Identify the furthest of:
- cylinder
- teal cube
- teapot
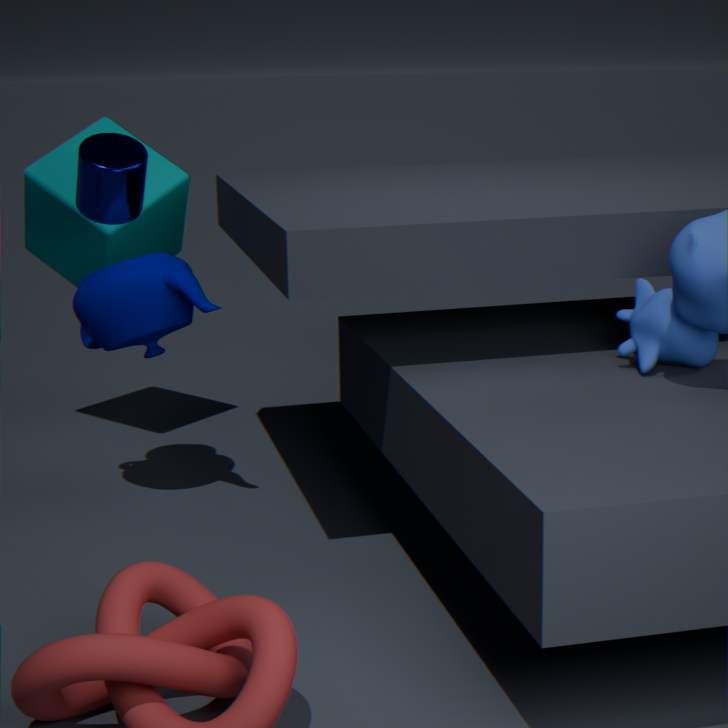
teal cube
